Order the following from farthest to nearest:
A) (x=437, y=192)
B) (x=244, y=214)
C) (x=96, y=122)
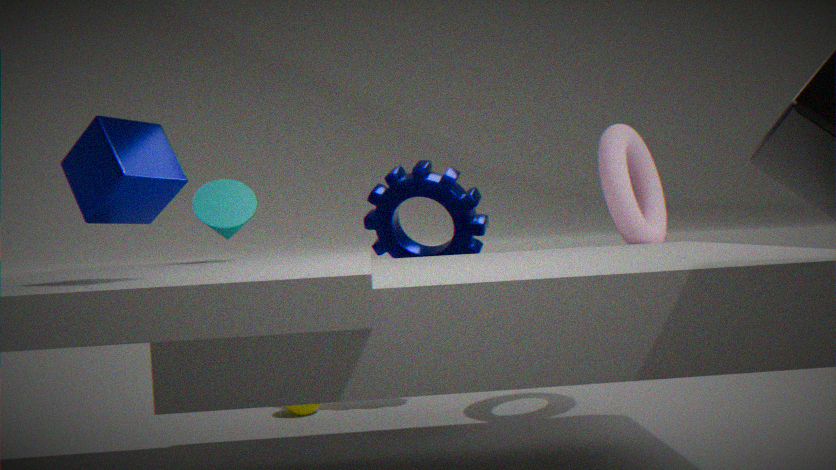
(x=437, y=192)
(x=244, y=214)
(x=96, y=122)
